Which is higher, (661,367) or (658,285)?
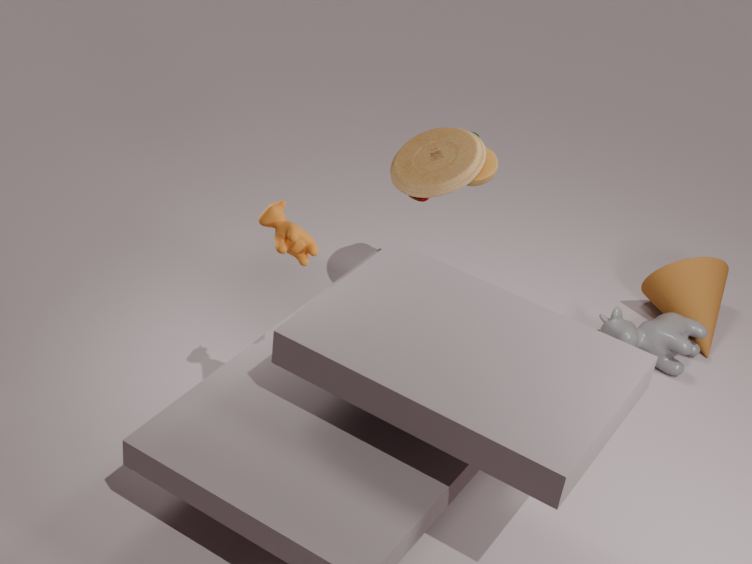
(658,285)
